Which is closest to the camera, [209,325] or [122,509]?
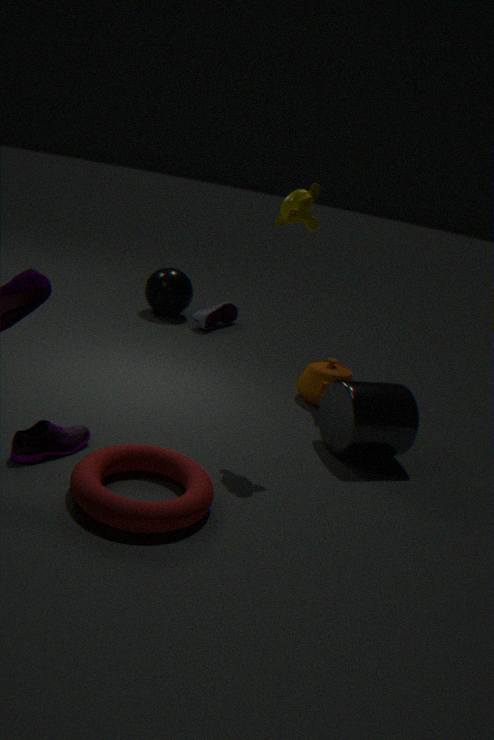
[122,509]
